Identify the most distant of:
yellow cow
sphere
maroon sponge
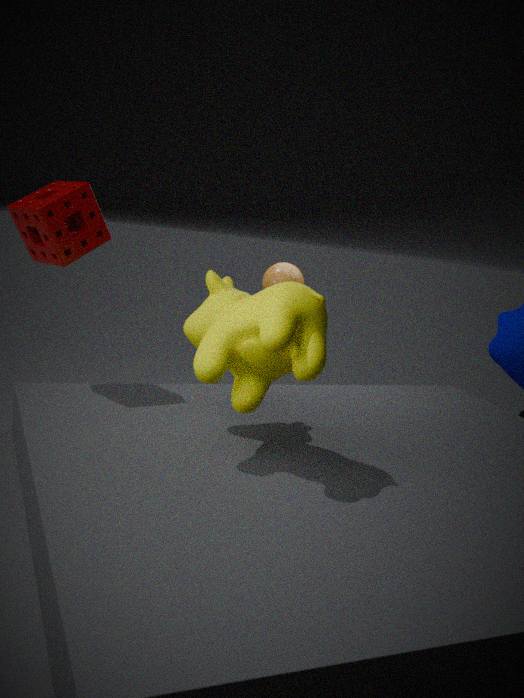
sphere
